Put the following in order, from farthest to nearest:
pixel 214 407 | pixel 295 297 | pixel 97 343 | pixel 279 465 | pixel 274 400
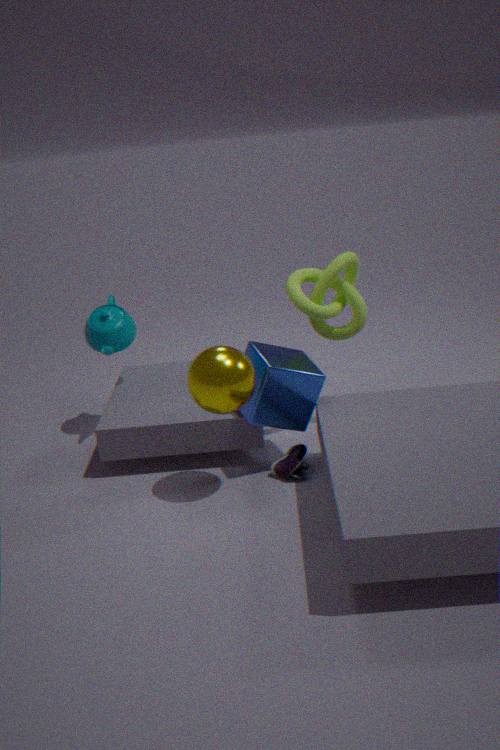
pixel 97 343 → pixel 295 297 → pixel 279 465 → pixel 274 400 → pixel 214 407
